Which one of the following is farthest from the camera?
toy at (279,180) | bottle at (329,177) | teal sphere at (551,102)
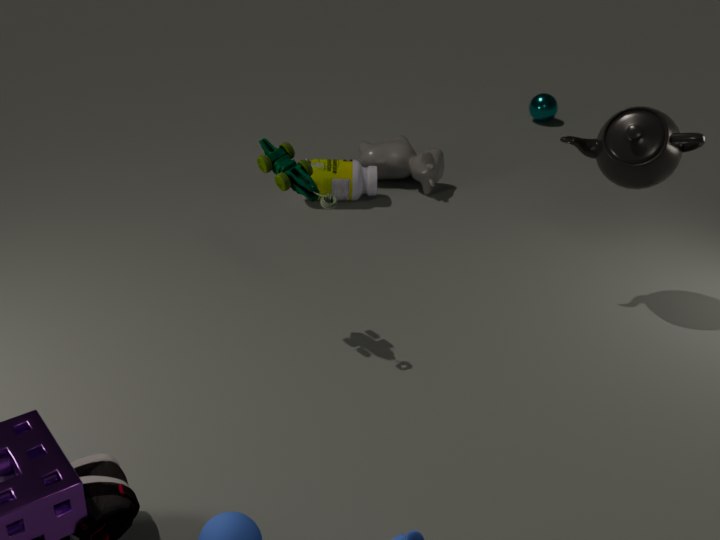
teal sphere at (551,102)
